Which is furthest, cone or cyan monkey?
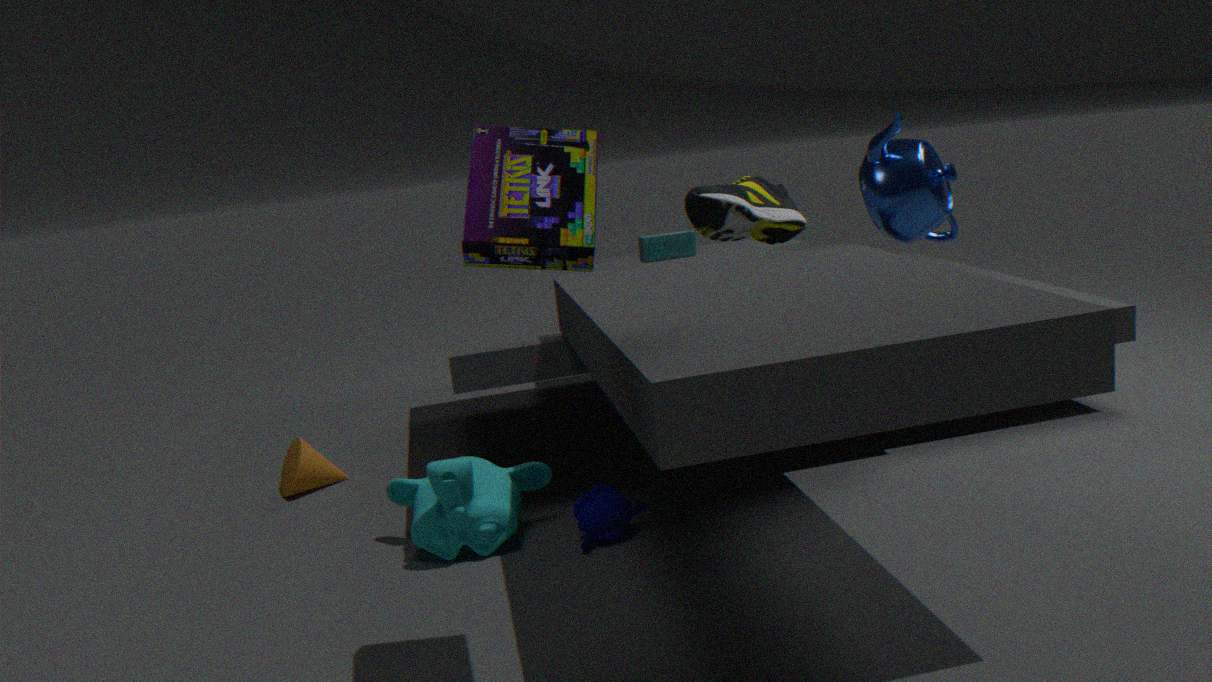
cone
